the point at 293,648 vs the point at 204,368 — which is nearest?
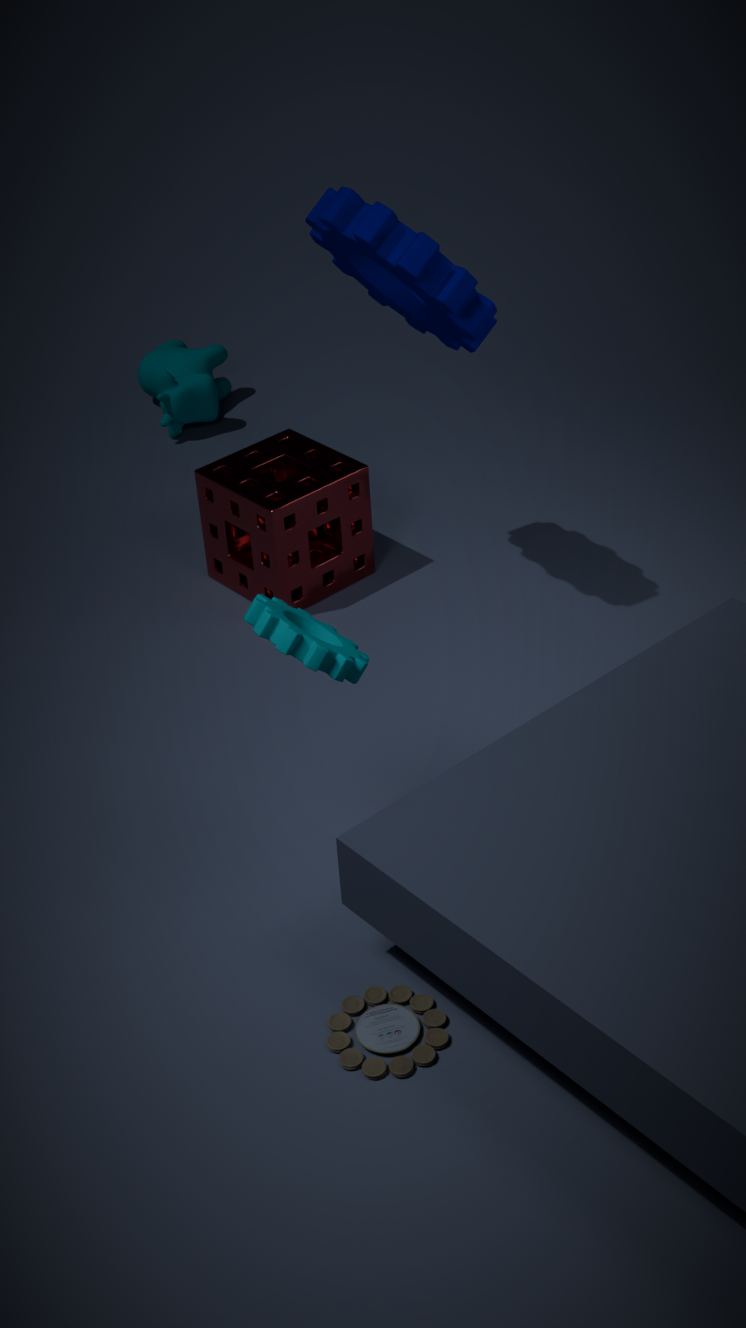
the point at 293,648
